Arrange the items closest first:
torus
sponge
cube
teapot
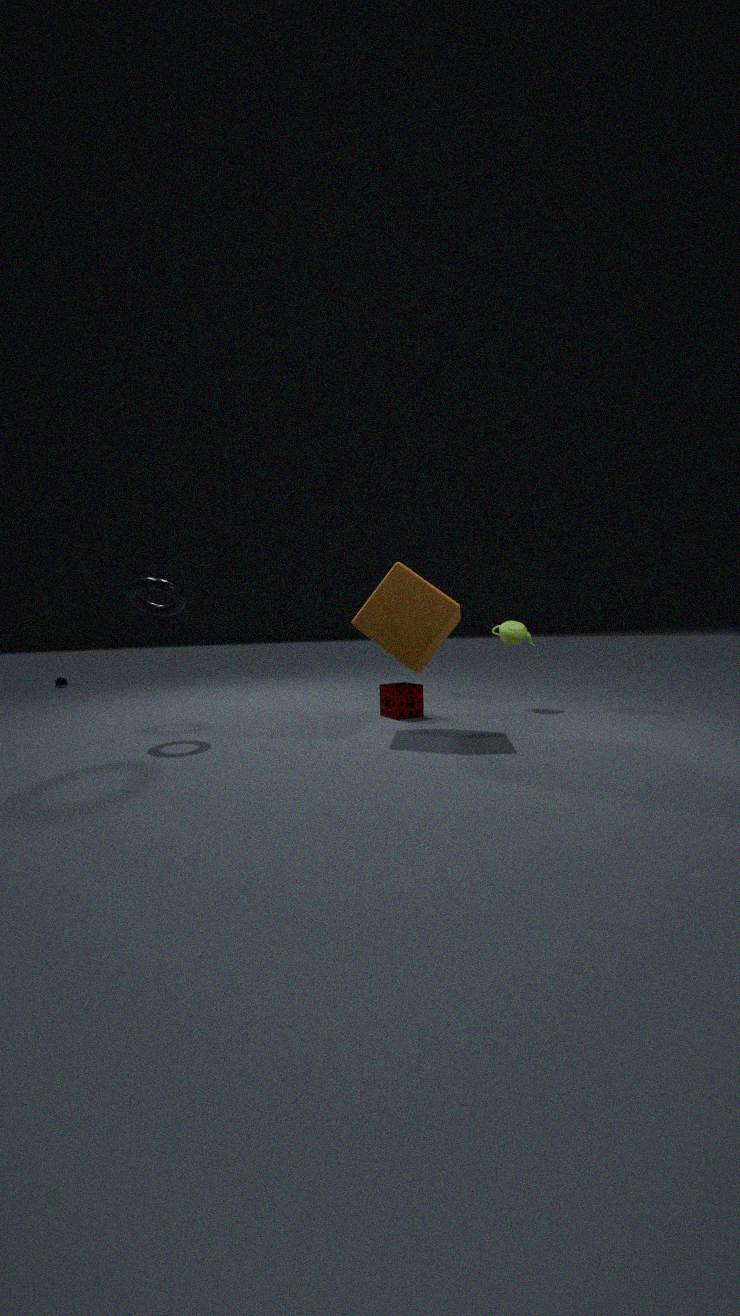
cube < torus < sponge < teapot
